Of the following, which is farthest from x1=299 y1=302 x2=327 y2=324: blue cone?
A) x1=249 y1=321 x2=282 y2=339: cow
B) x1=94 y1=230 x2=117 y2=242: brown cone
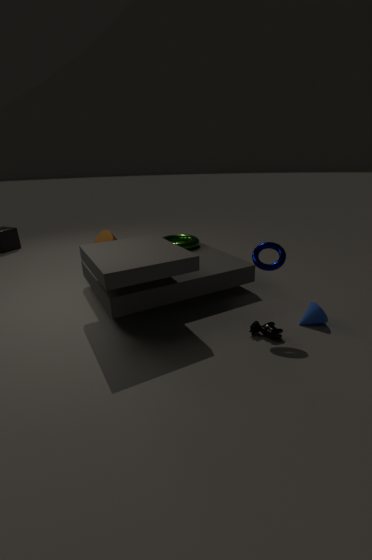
x1=94 y1=230 x2=117 y2=242: brown cone
